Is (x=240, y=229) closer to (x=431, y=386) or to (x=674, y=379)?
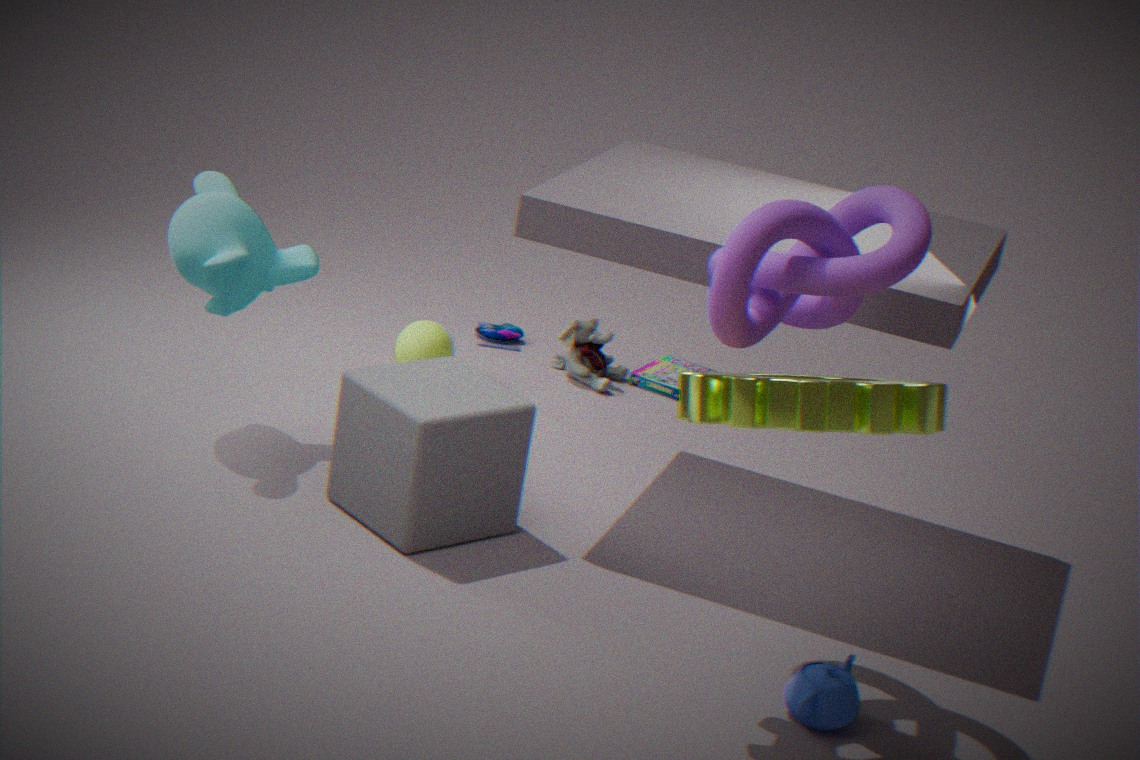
(x=431, y=386)
